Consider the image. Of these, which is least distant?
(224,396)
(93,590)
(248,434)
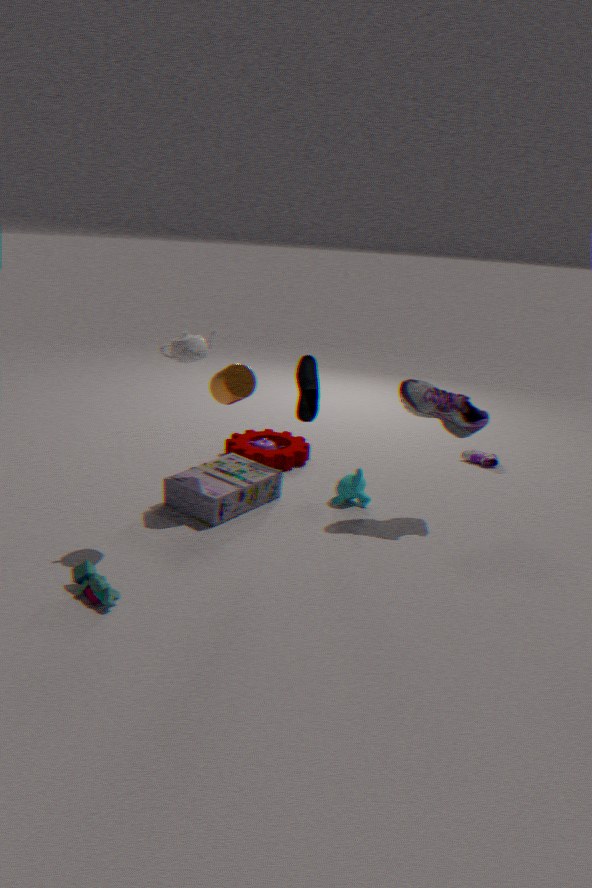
(93,590)
